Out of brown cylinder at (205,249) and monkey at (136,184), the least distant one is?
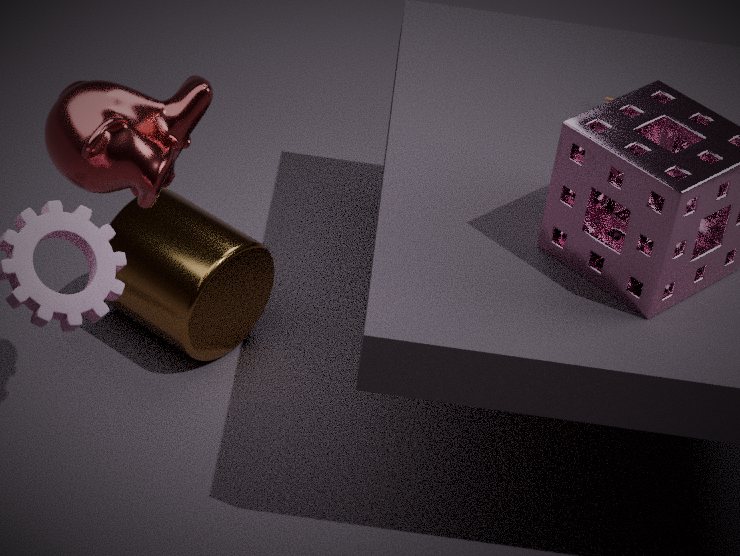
monkey at (136,184)
